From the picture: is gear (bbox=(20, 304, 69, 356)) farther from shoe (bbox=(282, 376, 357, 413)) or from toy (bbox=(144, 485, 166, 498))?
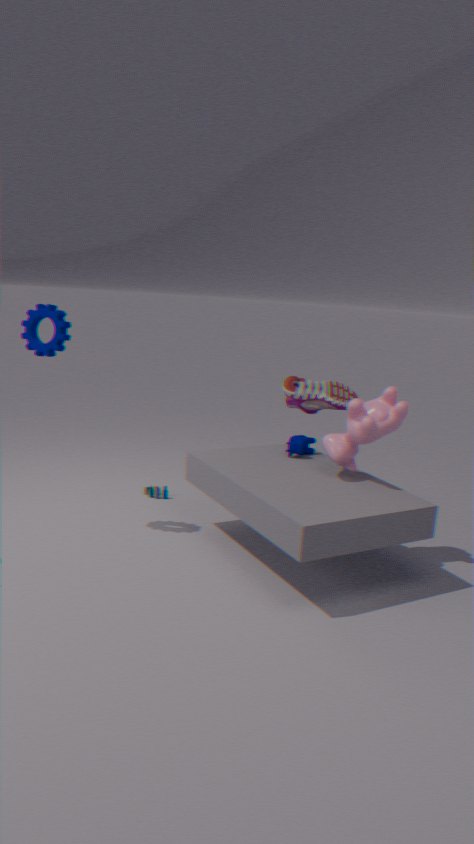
shoe (bbox=(282, 376, 357, 413))
